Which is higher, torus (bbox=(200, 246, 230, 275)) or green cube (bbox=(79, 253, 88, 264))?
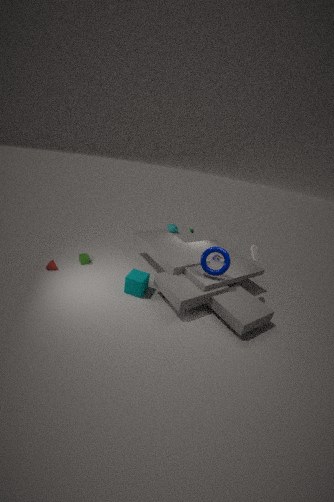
torus (bbox=(200, 246, 230, 275))
